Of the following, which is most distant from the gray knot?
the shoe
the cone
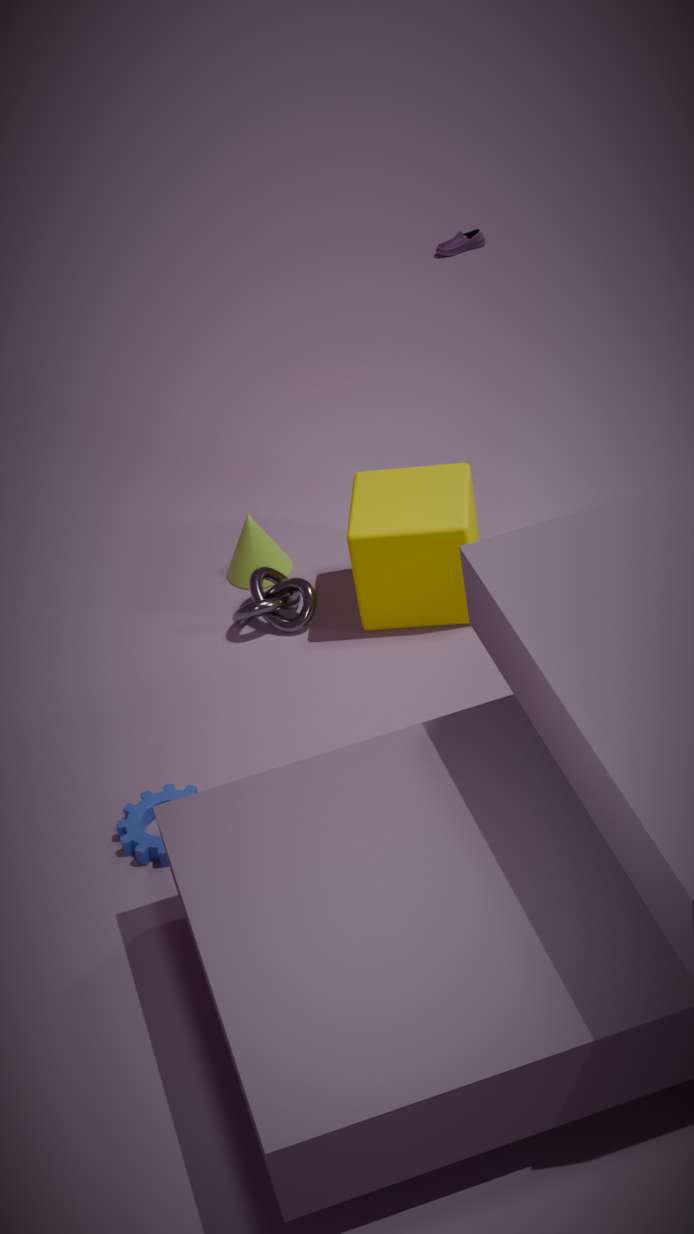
the shoe
